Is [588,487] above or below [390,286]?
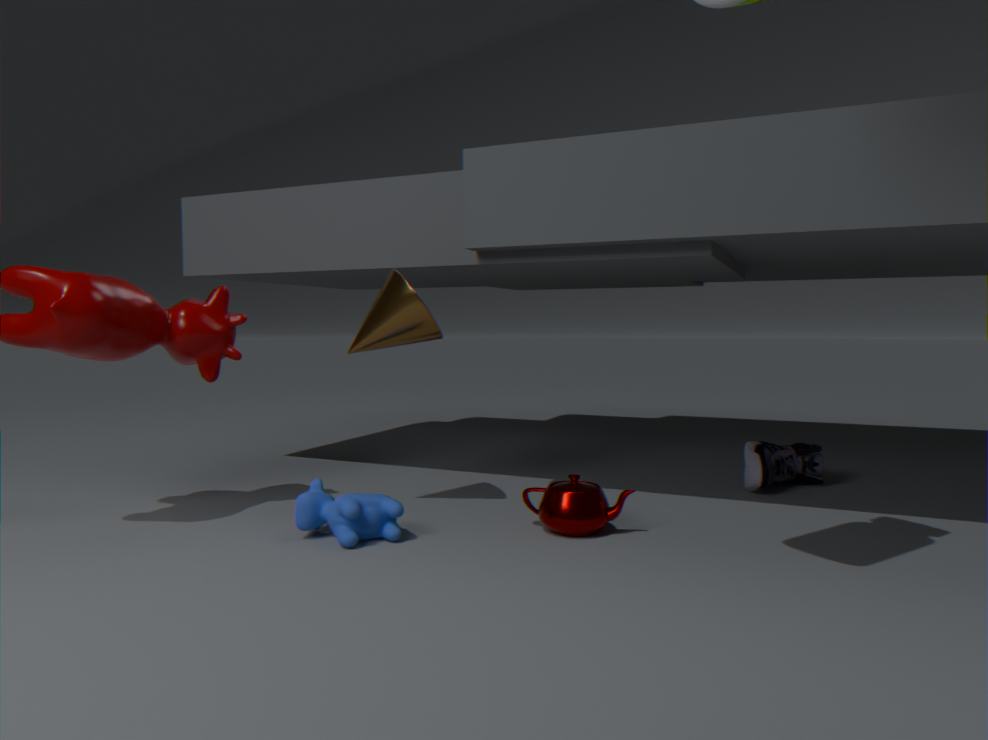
below
